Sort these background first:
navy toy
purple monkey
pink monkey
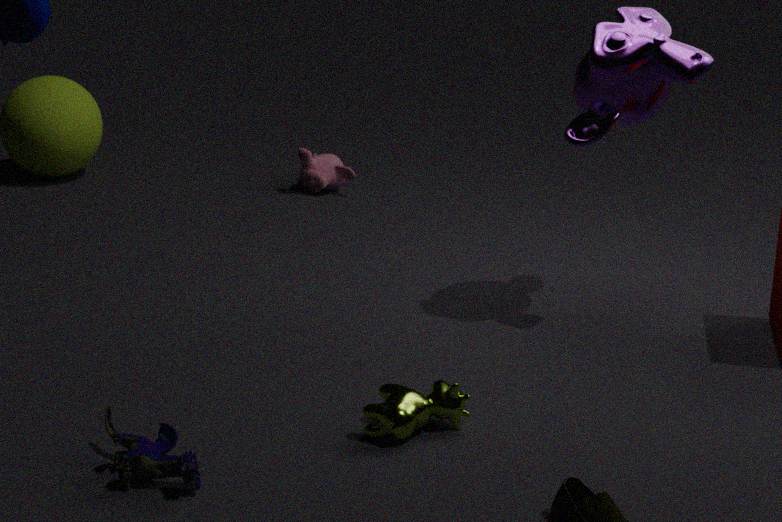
pink monkey
purple monkey
navy toy
